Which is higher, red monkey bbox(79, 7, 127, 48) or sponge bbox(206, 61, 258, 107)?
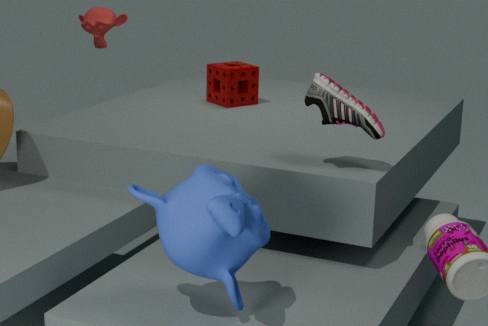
red monkey bbox(79, 7, 127, 48)
